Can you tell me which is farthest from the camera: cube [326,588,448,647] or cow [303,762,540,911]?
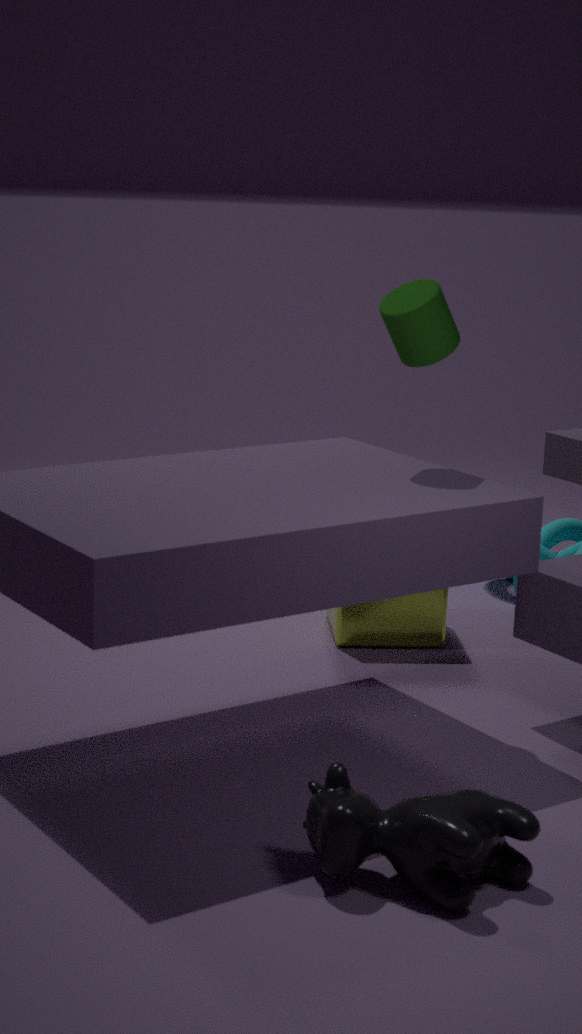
cube [326,588,448,647]
